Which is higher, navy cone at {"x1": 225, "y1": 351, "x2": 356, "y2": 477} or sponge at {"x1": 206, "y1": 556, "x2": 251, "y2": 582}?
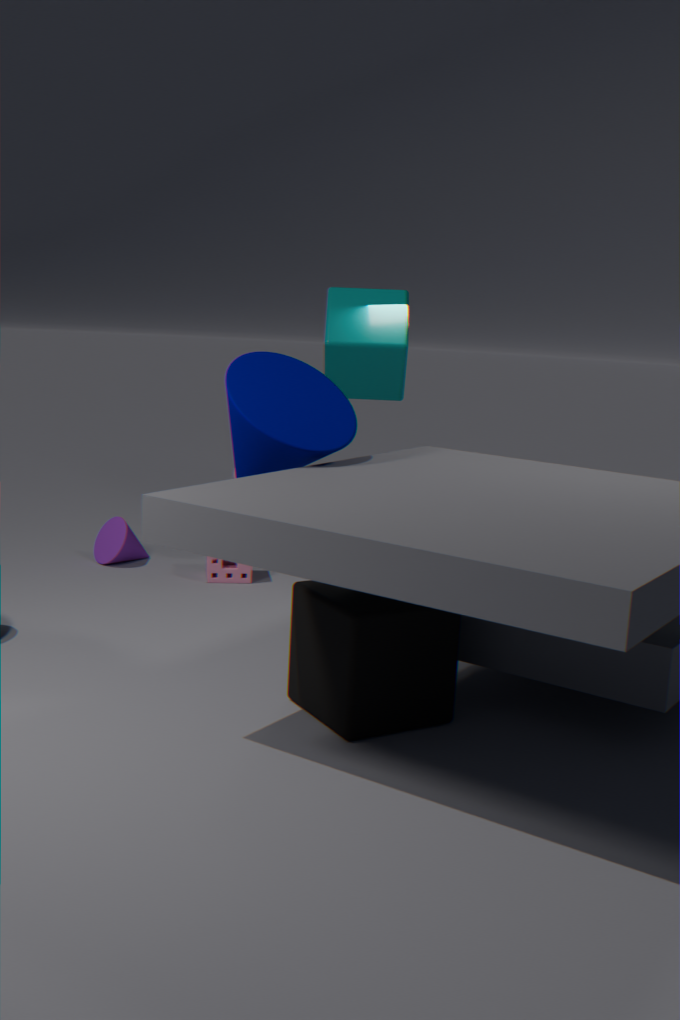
navy cone at {"x1": 225, "y1": 351, "x2": 356, "y2": 477}
